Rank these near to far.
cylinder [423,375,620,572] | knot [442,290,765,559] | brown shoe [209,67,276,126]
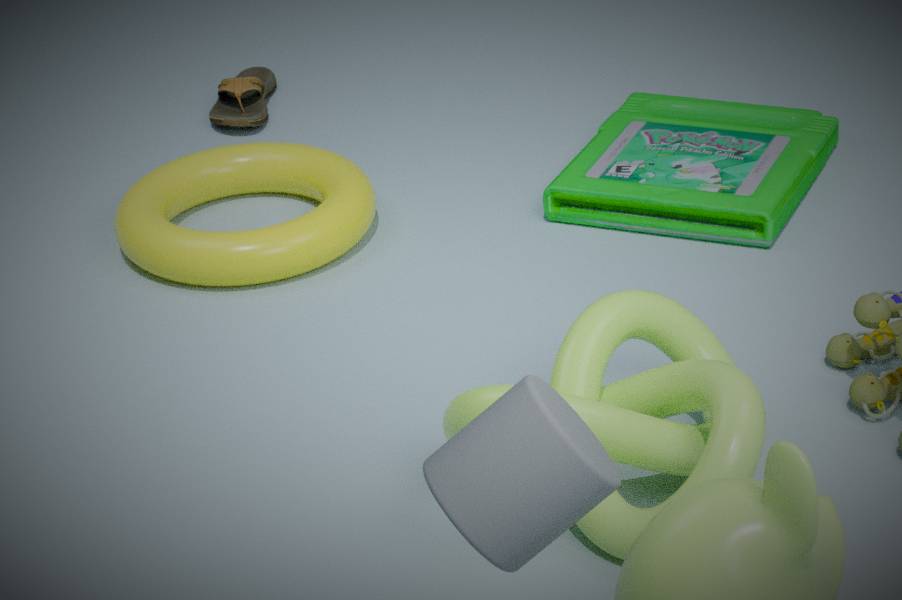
cylinder [423,375,620,572] → knot [442,290,765,559] → brown shoe [209,67,276,126]
